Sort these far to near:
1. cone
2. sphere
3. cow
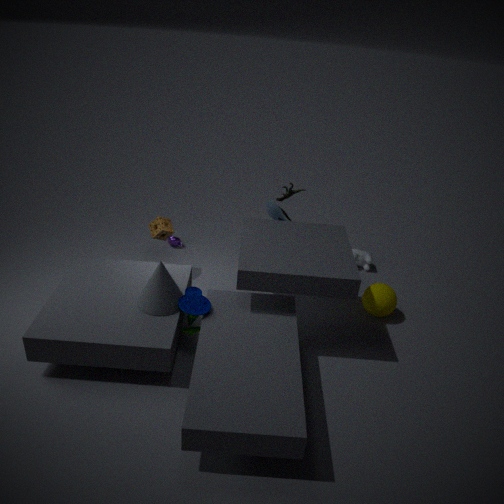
cow, sphere, cone
